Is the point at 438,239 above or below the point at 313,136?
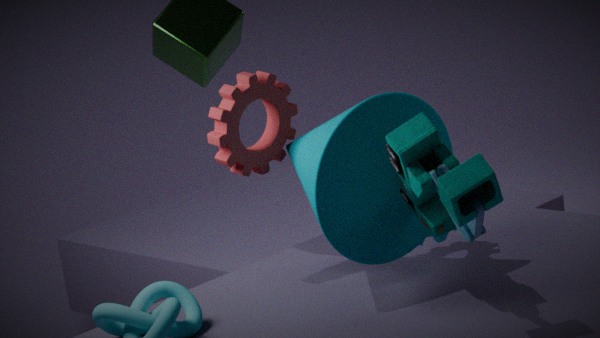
below
